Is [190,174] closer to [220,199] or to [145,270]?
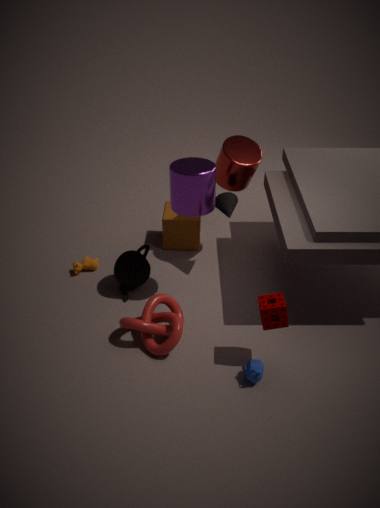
[220,199]
